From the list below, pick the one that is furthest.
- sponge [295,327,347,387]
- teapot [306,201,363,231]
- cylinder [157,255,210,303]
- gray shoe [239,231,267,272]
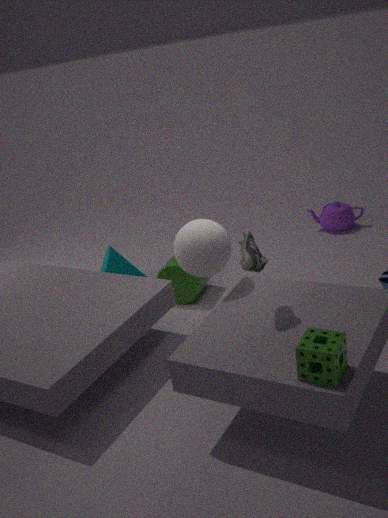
teapot [306,201,363,231]
